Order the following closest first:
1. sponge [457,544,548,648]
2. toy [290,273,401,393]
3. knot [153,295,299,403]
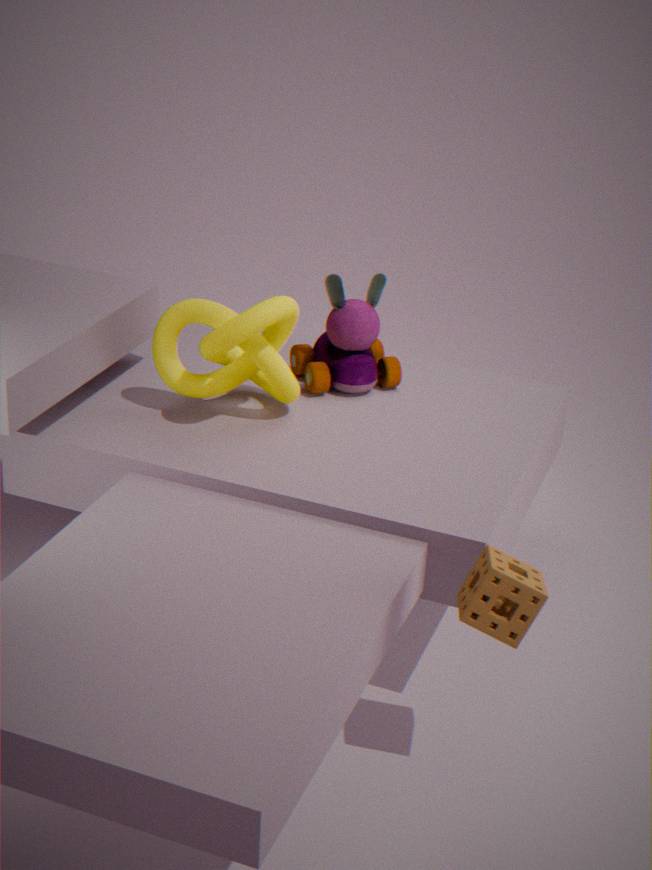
sponge [457,544,548,648] → knot [153,295,299,403] → toy [290,273,401,393]
